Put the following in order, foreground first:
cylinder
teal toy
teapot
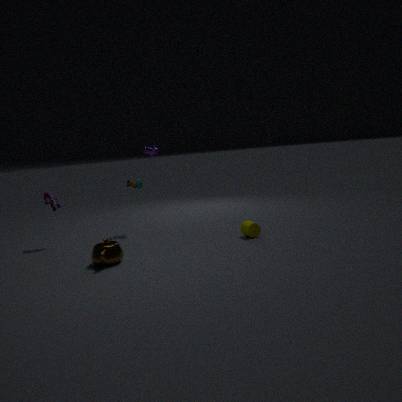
1. teapot
2. cylinder
3. teal toy
